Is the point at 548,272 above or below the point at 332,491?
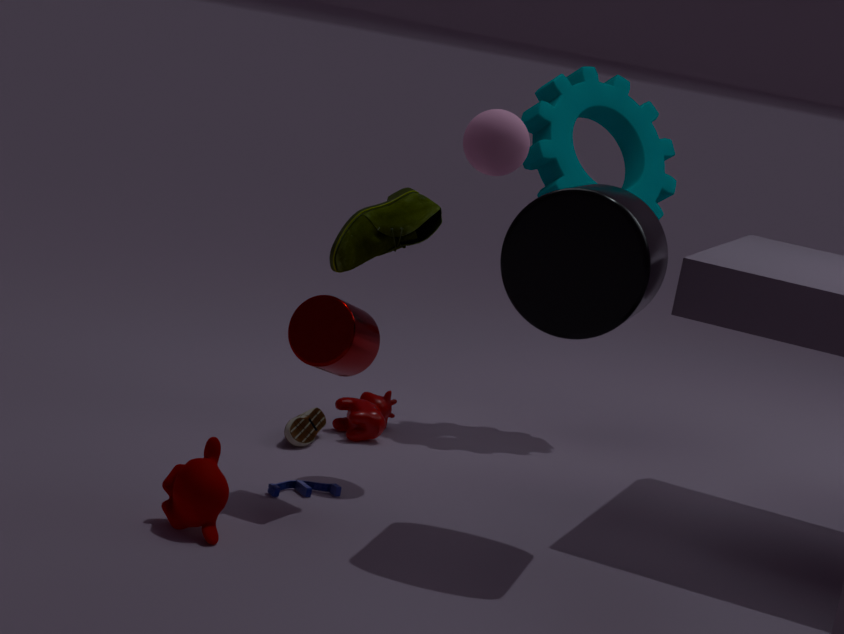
above
